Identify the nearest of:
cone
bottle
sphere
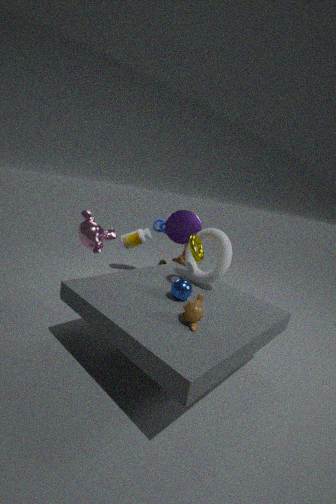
sphere
